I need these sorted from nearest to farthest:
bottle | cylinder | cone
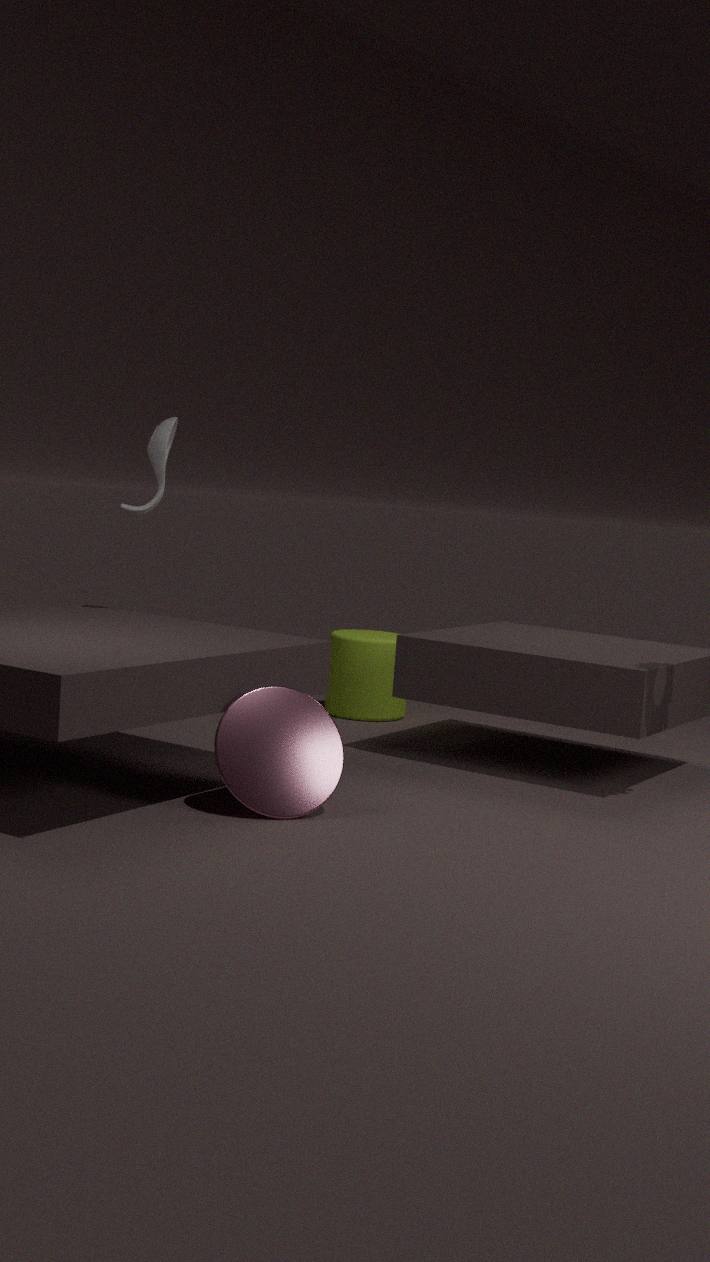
cone, bottle, cylinder
